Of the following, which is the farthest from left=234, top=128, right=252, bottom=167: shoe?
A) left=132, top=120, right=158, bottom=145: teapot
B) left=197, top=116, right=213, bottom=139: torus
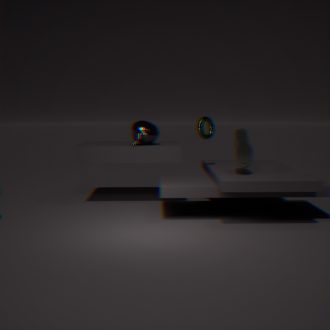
left=132, top=120, right=158, bottom=145: teapot
